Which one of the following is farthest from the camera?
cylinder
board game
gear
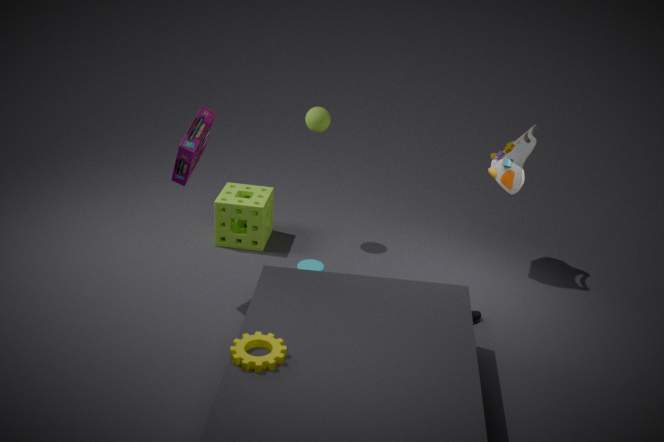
cylinder
